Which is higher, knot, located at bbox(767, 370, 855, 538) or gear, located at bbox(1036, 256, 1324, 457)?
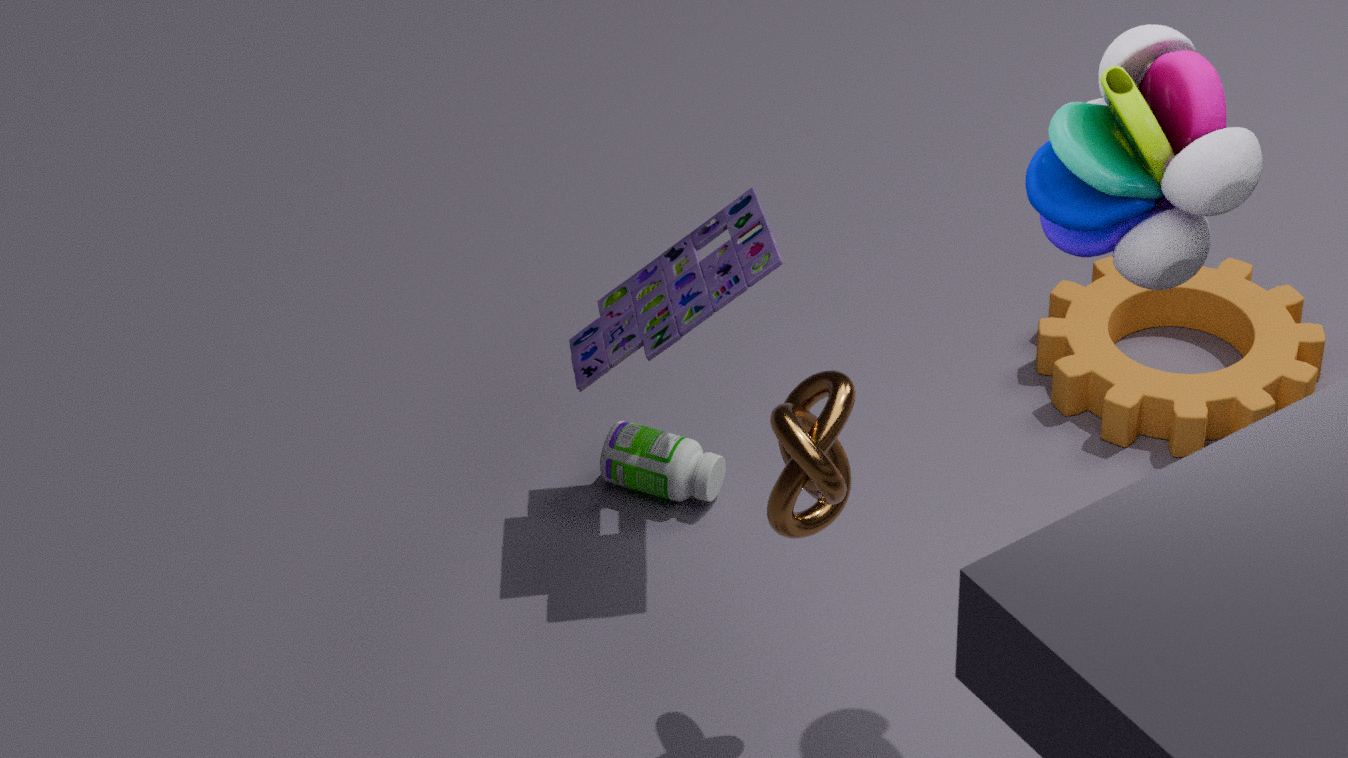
knot, located at bbox(767, 370, 855, 538)
